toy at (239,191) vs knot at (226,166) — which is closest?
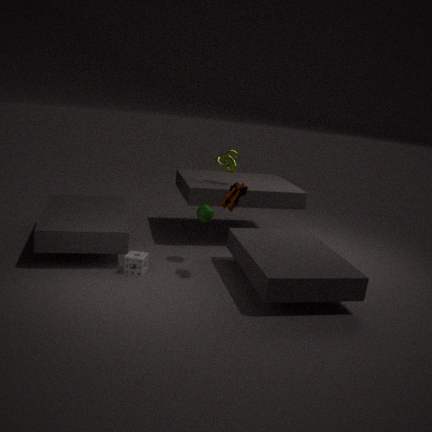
toy at (239,191)
